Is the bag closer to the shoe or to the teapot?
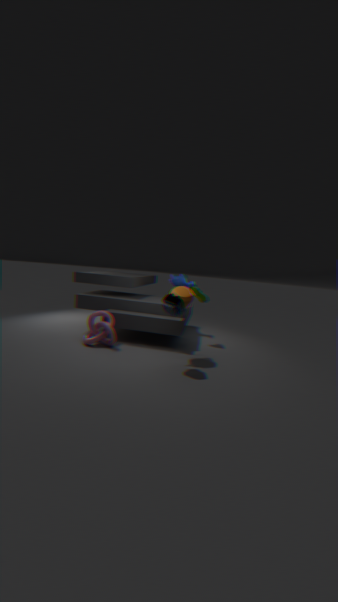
the teapot
